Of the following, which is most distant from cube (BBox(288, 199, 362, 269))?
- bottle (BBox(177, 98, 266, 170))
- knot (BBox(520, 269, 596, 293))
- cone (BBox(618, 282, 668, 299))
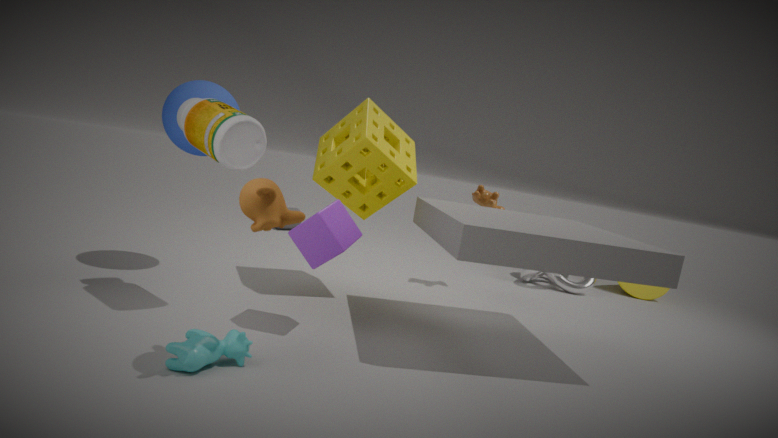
cone (BBox(618, 282, 668, 299))
